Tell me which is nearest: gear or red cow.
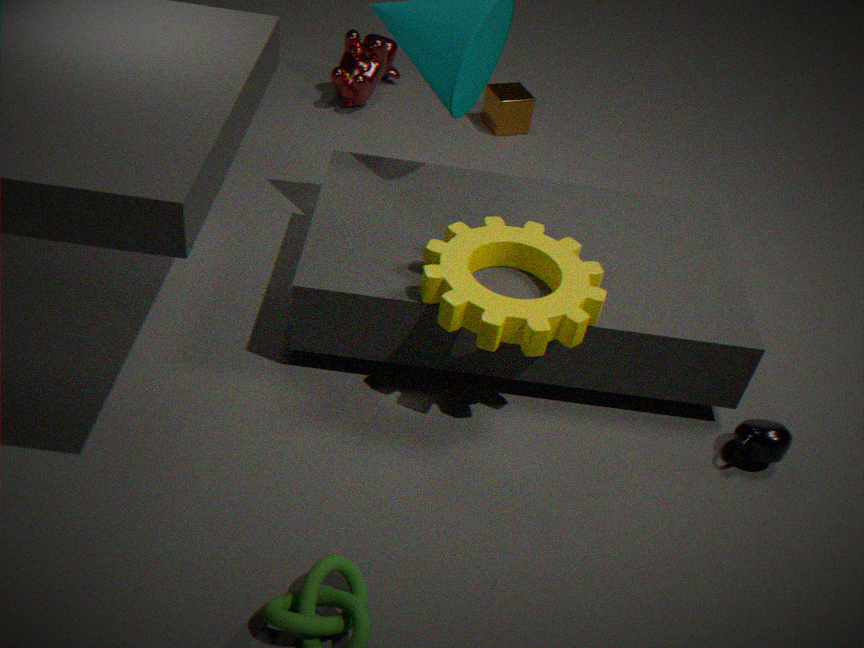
gear
